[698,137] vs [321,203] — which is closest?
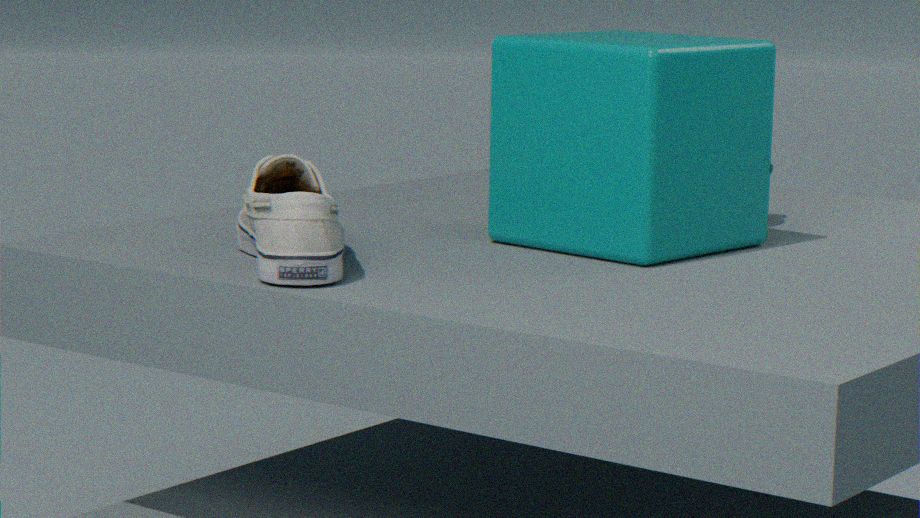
[321,203]
